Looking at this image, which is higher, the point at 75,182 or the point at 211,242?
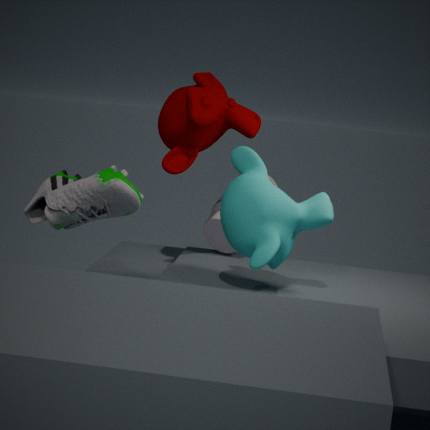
the point at 75,182
